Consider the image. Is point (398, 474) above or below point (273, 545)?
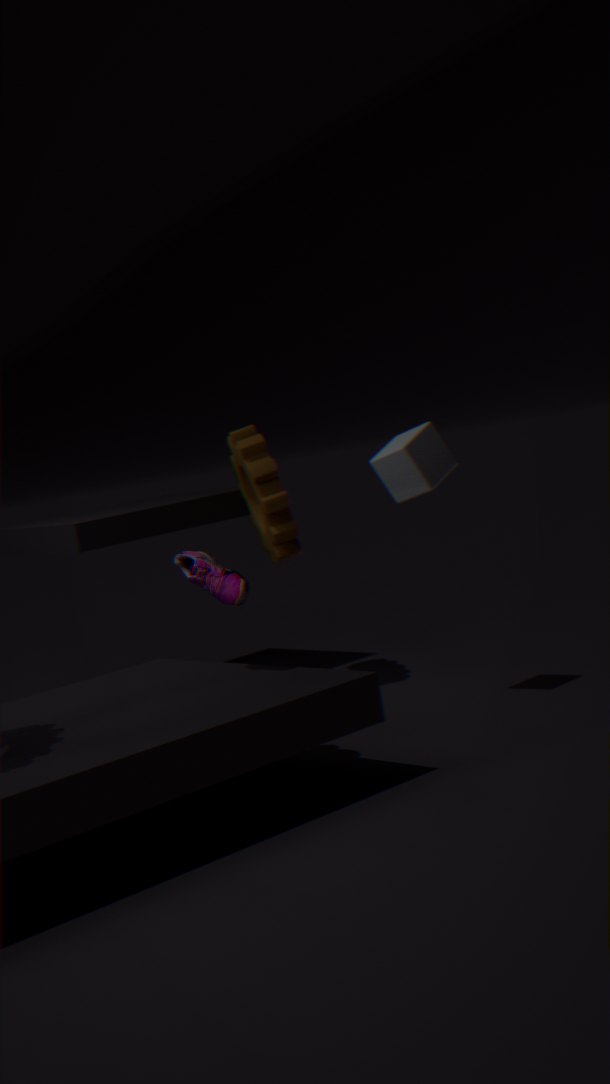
above
